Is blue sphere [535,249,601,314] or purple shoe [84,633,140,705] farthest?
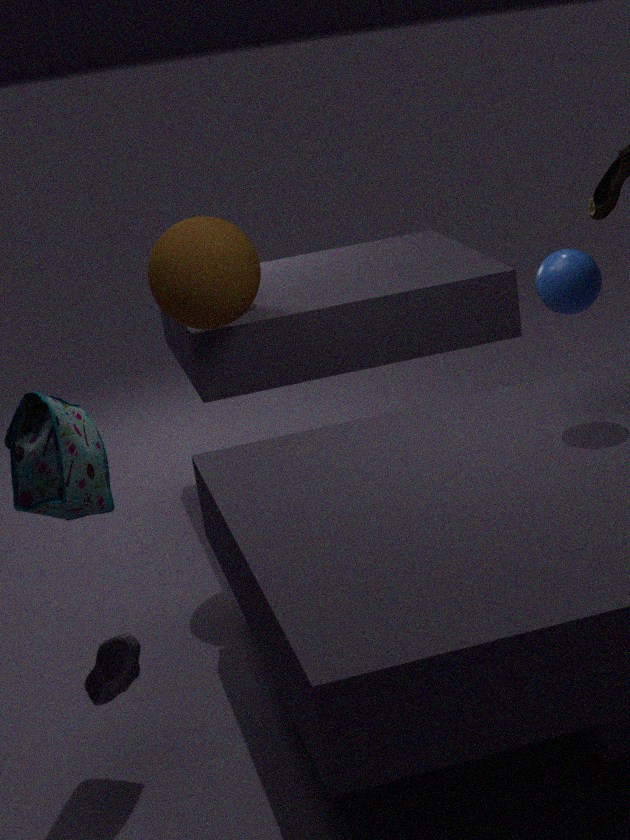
blue sphere [535,249,601,314]
